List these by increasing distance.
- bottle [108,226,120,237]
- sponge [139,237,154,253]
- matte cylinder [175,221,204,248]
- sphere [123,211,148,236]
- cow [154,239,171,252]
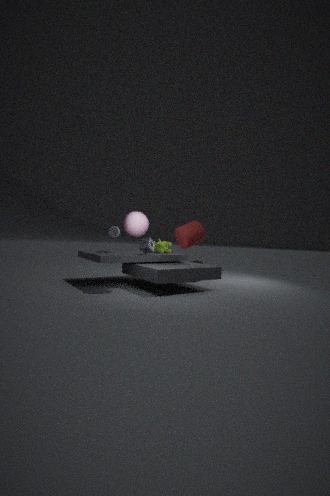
1. sphere [123,211,148,236]
2. matte cylinder [175,221,204,248]
3. sponge [139,237,154,253]
4. bottle [108,226,120,237]
5. cow [154,239,171,252]
